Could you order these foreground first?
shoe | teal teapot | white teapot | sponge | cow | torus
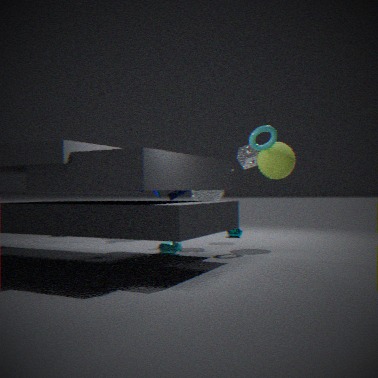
cow, torus, white teapot, shoe, sponge, teal teapot
